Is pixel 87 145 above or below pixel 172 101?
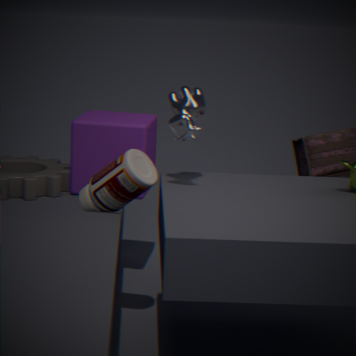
below
